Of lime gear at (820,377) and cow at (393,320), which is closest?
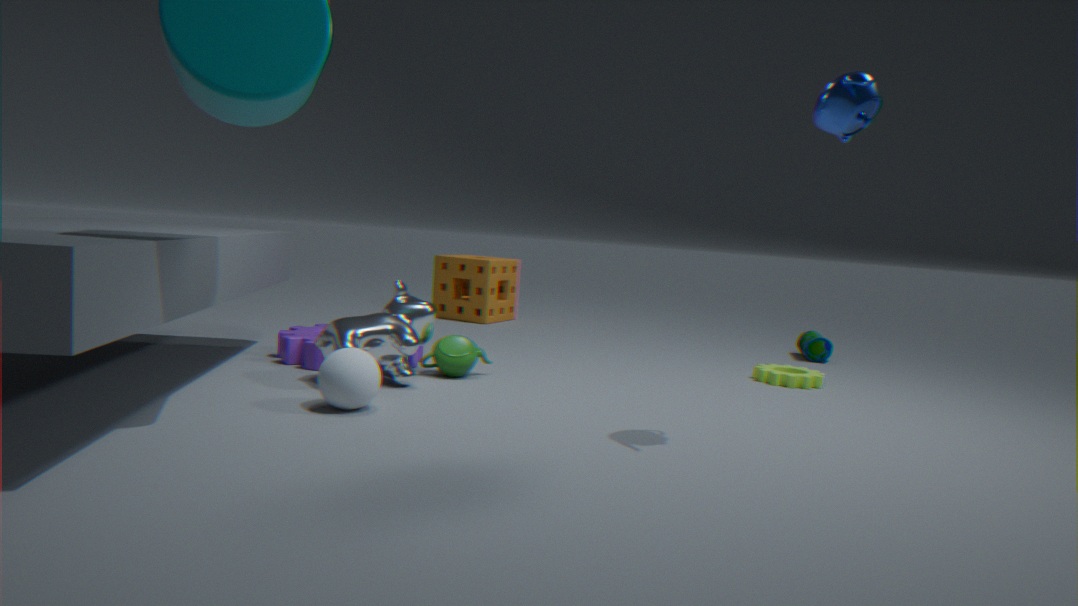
cow at (393,320)
